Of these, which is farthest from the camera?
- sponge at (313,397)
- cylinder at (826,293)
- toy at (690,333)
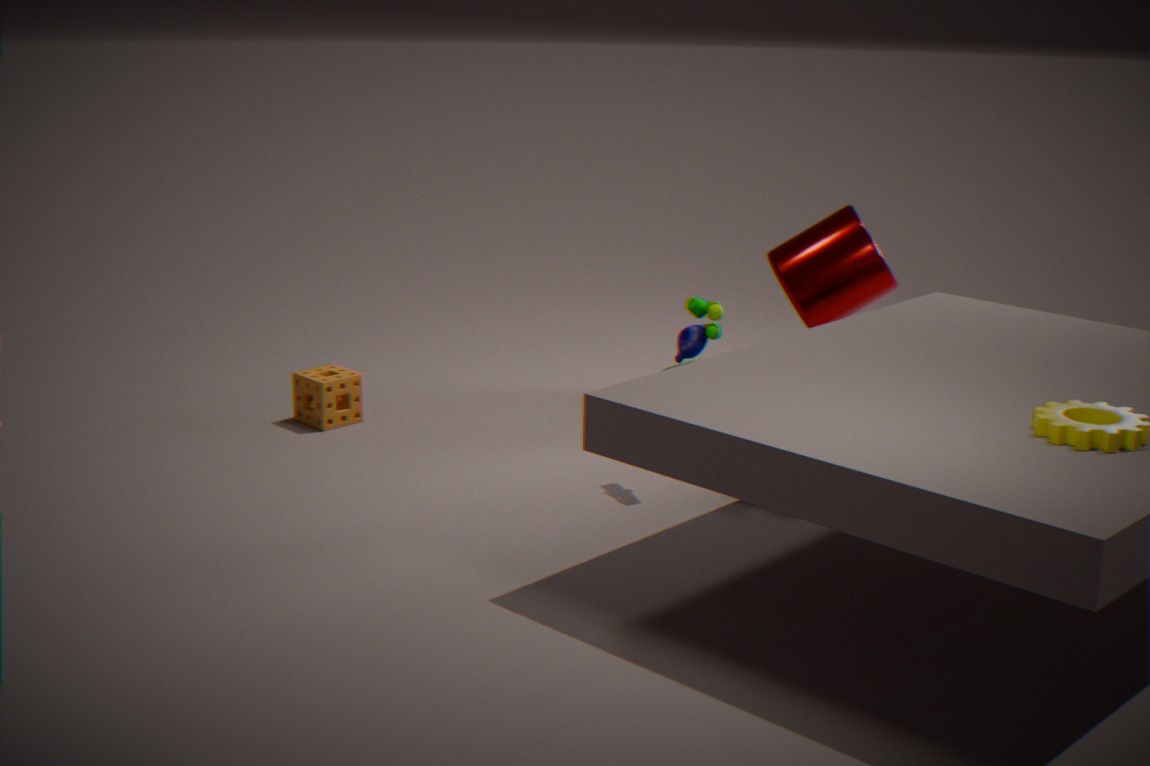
cylinder at (826,293)
